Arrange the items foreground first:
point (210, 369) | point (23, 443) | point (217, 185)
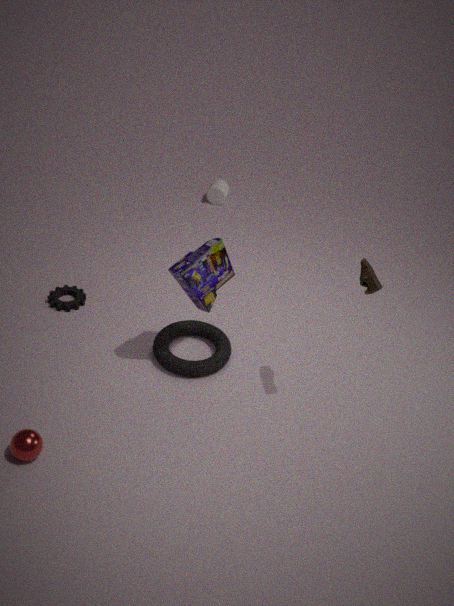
point (23, 443)
point (210, 369)
point (217, 185)
